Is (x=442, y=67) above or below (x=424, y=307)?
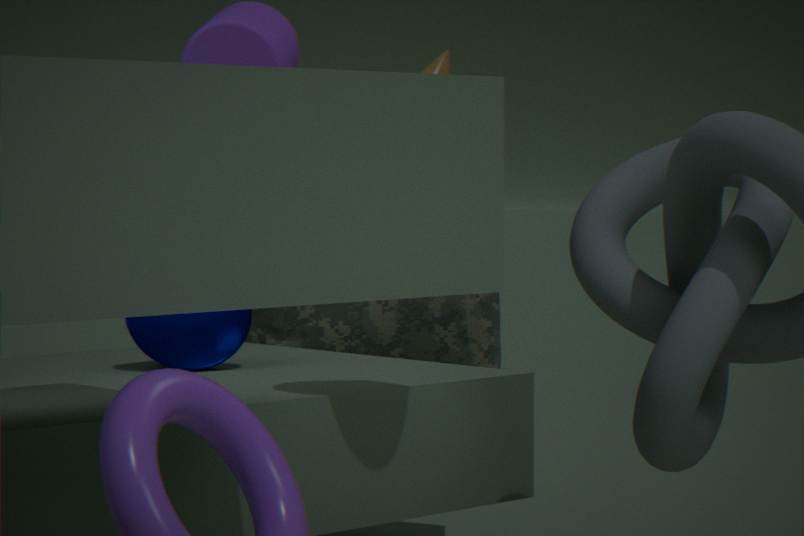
above
